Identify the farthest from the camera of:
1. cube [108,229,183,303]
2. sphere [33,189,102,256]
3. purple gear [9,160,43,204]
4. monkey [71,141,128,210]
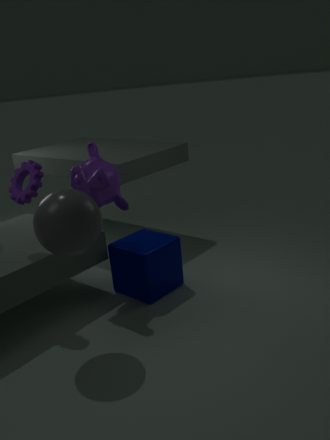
cube [108,229,183,303]
